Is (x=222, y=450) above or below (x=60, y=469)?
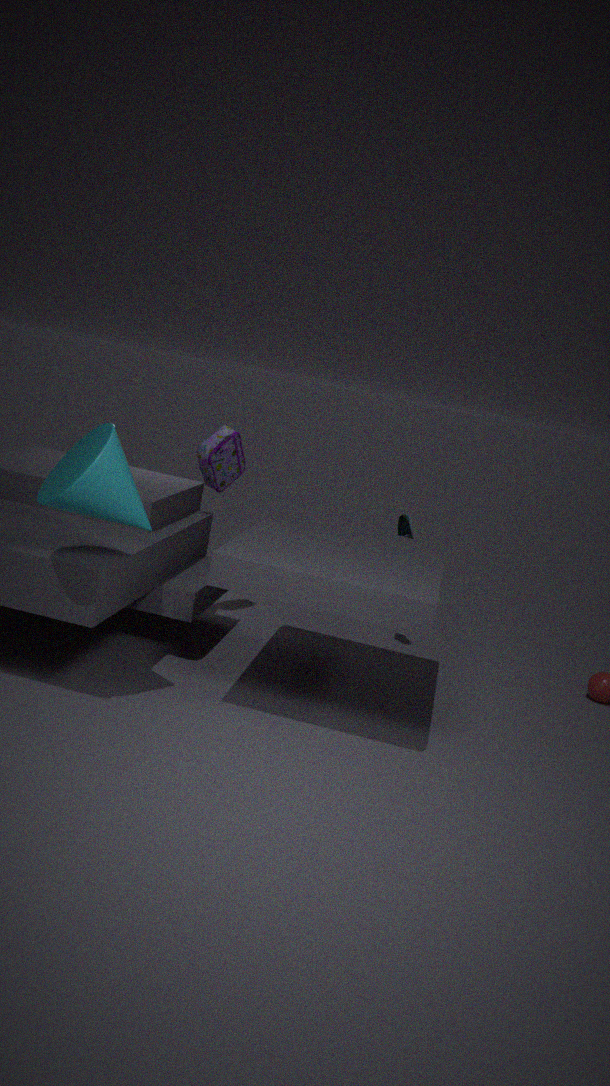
below
